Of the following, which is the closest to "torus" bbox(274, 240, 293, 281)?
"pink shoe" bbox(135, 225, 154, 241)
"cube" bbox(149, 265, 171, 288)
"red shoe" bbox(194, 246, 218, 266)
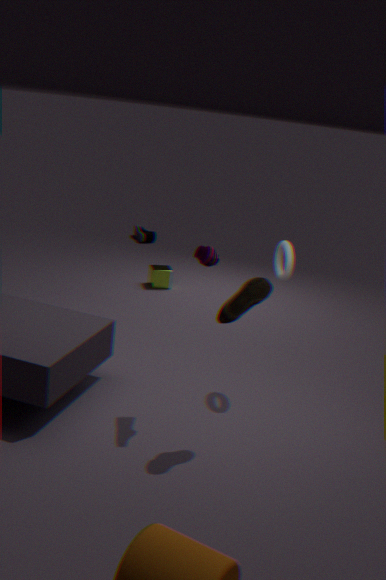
"red shoe" bbox(194, 246, 218, 266)
